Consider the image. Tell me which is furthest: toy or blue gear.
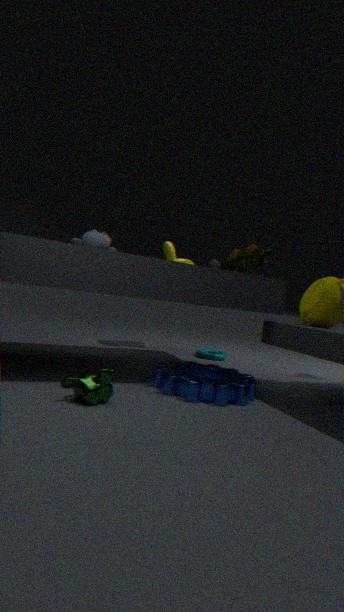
toy
